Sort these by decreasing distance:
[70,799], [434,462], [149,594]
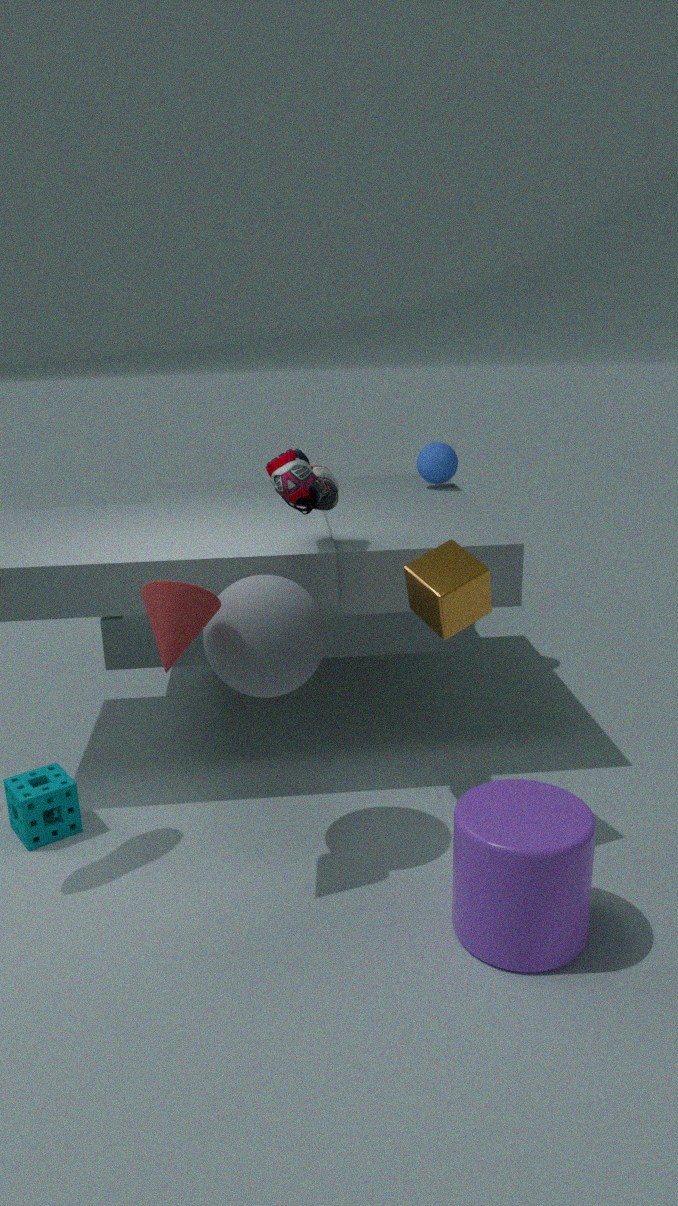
1. [434,462]
2. [70,799]
3. [149,594]
